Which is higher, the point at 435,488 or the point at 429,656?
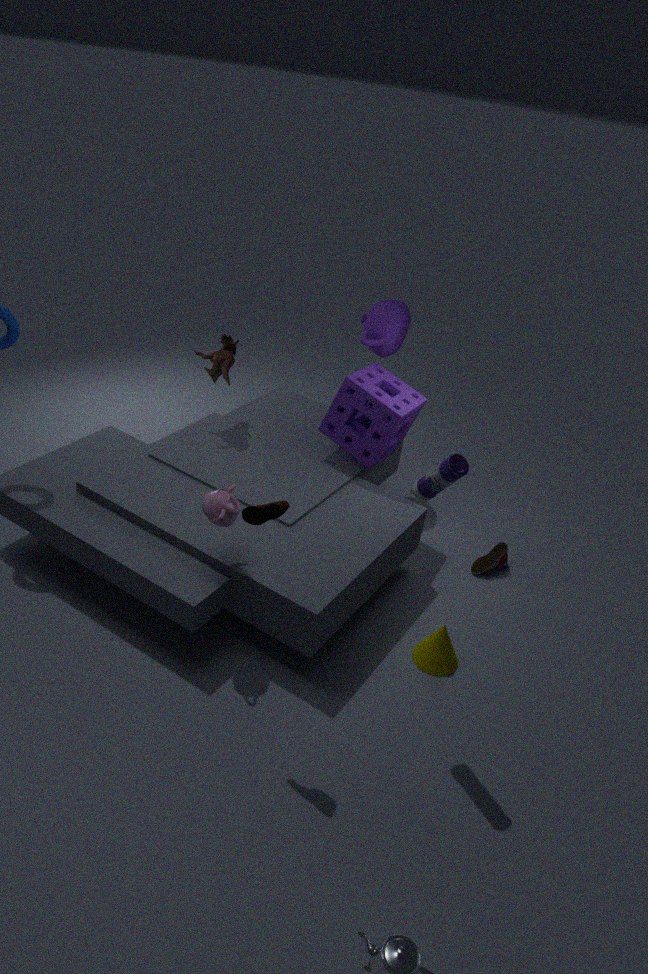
the point at 435,488
